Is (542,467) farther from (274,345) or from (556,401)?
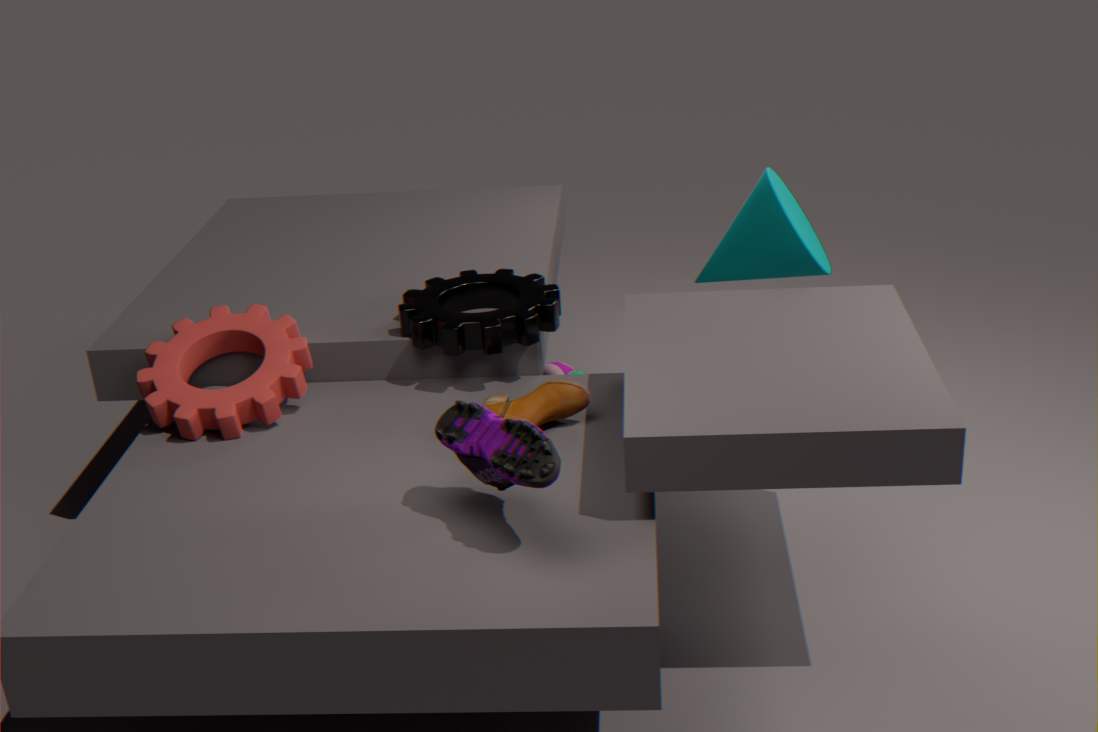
(274,345)
